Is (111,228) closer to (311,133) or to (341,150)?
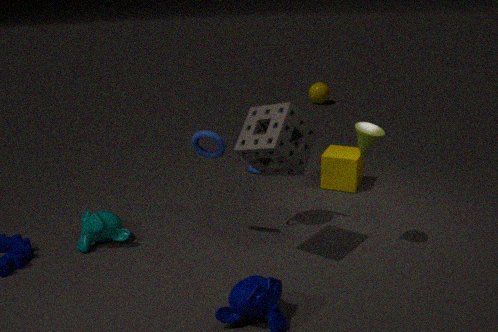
(311,133)
